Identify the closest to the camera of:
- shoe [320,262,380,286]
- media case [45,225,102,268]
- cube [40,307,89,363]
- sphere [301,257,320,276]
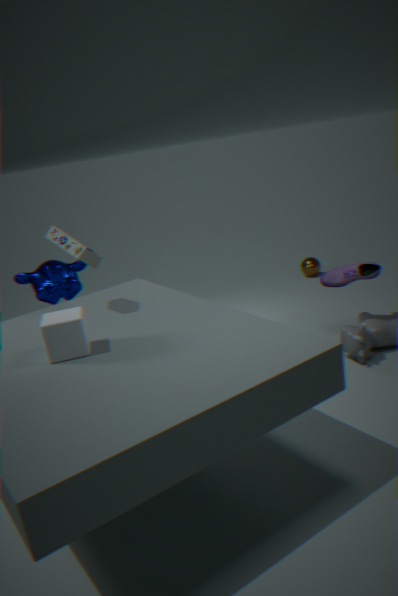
cube [40,307,89,363]
